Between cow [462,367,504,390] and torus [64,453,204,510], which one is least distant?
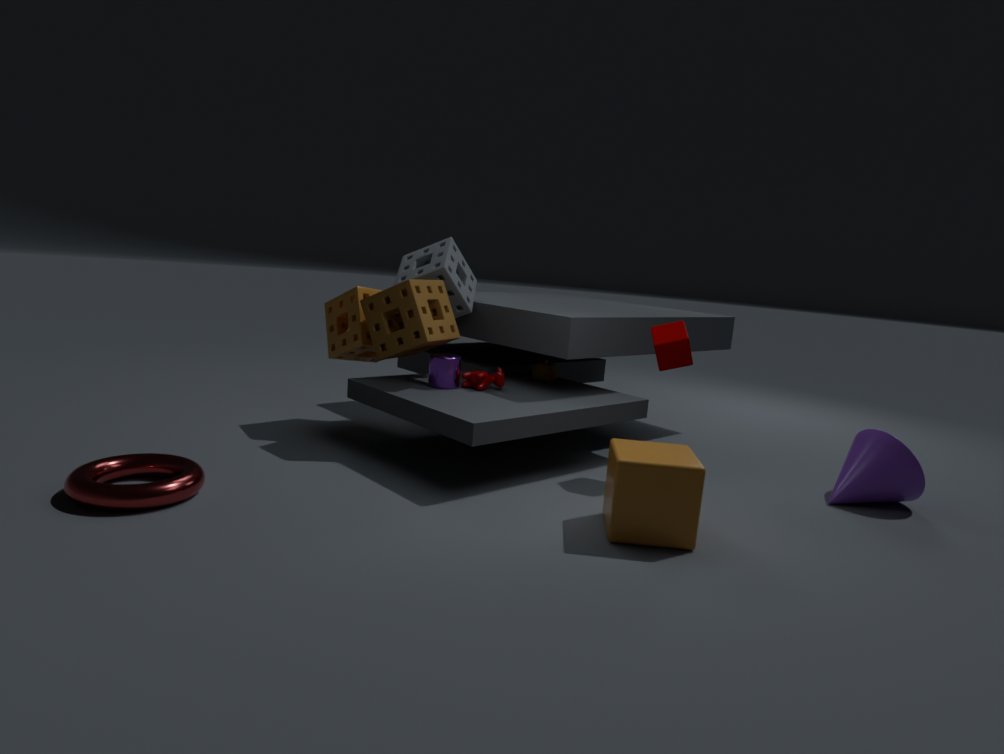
torus [64,453,204,510]
